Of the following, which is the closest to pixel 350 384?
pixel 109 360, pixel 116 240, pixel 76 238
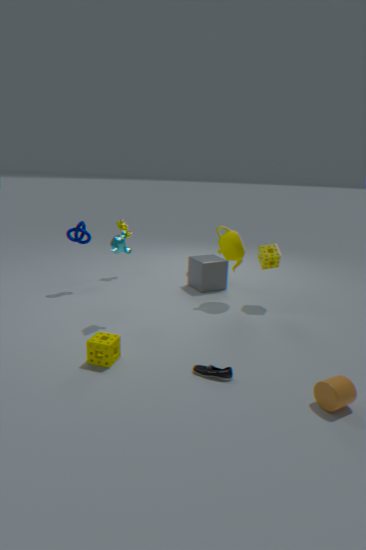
pixel 109 360
